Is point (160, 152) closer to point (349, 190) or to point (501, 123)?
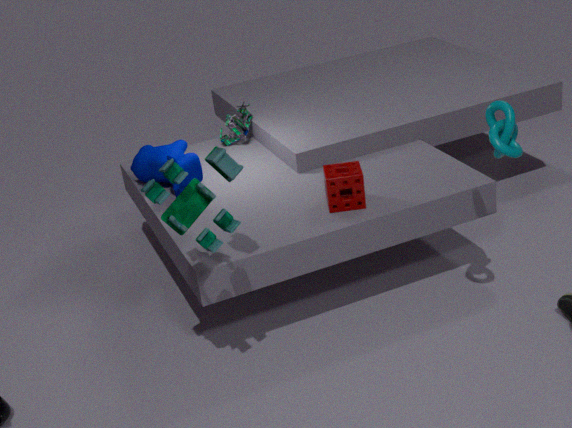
point (349, 190)
